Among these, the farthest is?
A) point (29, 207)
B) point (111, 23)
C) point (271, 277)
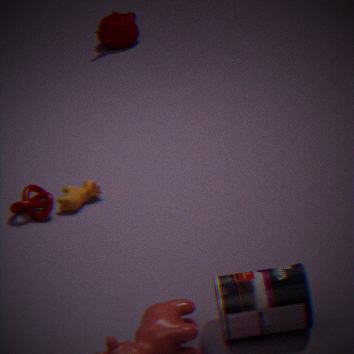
point (111, 23)
